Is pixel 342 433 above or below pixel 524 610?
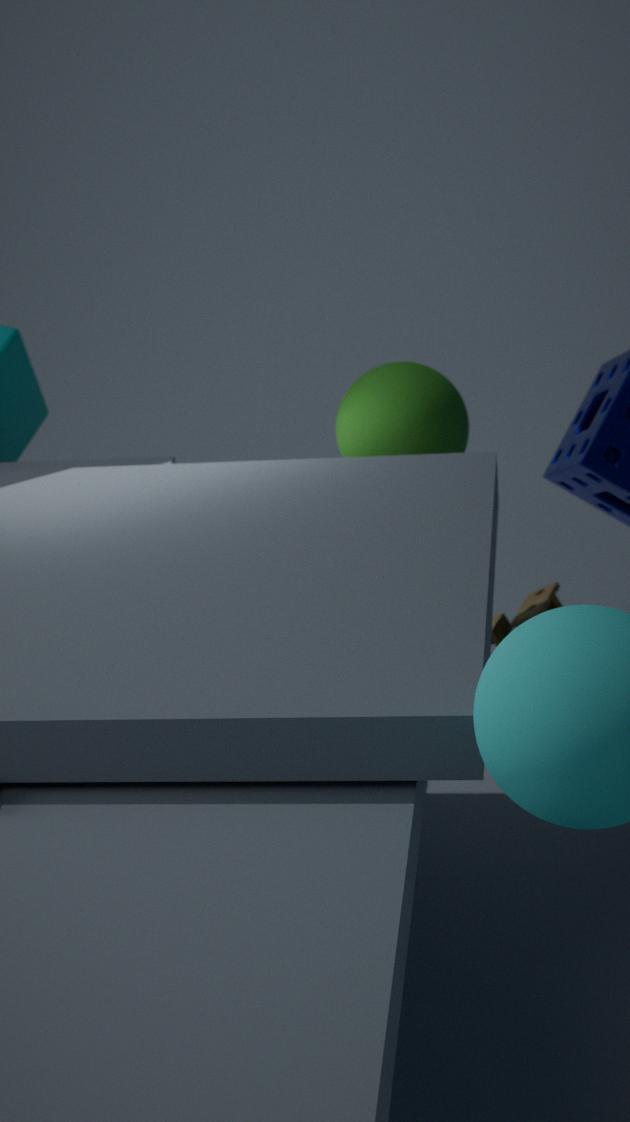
above
